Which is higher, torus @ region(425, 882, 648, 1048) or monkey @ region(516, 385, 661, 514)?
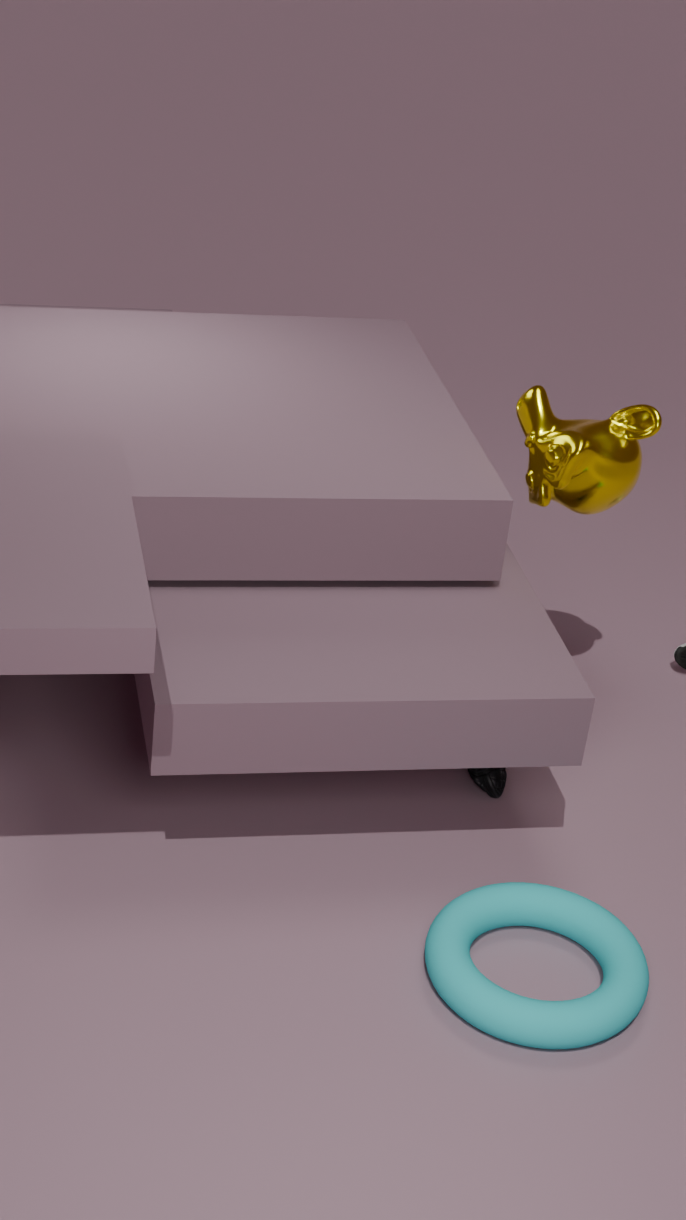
monkey @ region(516, 385, 661, 514)
